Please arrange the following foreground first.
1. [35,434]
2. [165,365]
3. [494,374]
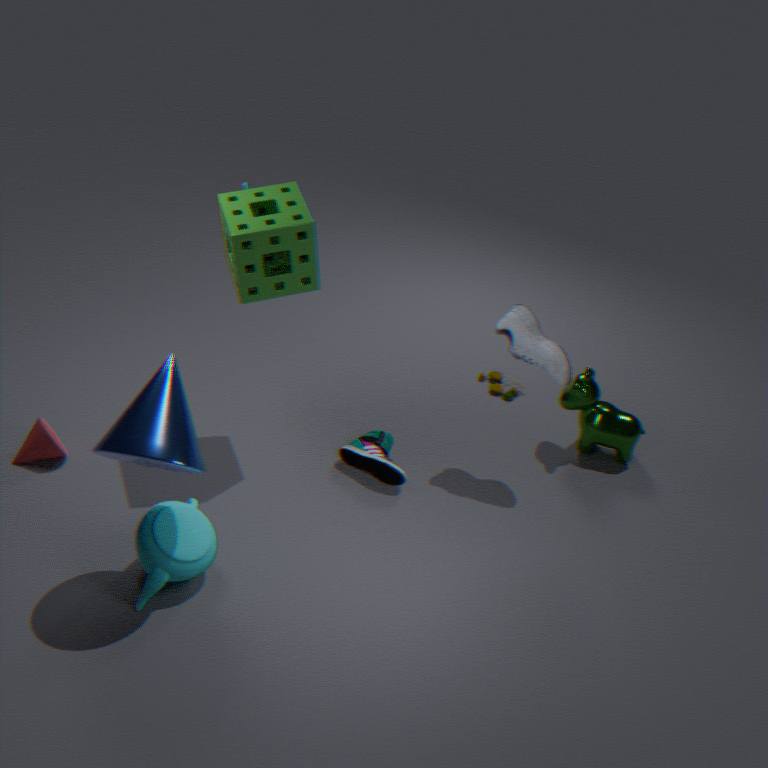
[165,365], [35,434], [494,374]
